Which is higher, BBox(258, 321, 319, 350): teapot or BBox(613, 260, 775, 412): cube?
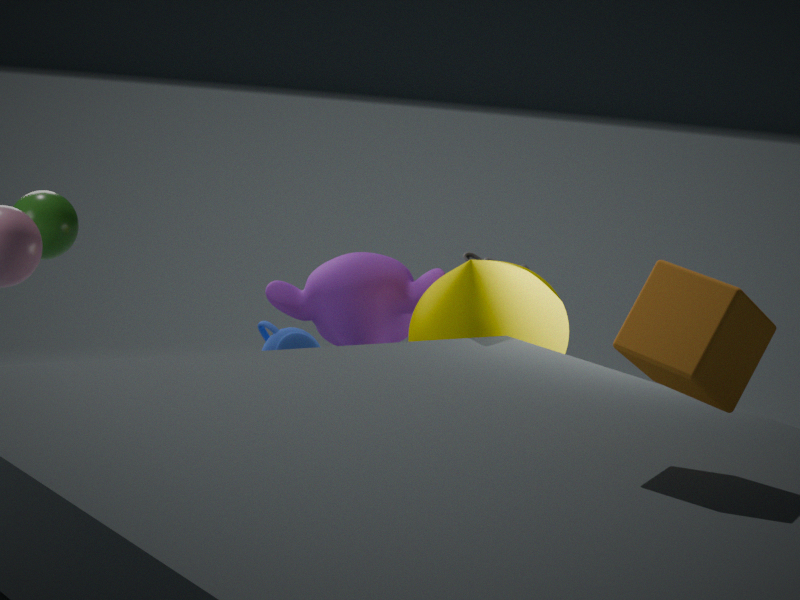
BBox(613, 260, 775, 412): cube
